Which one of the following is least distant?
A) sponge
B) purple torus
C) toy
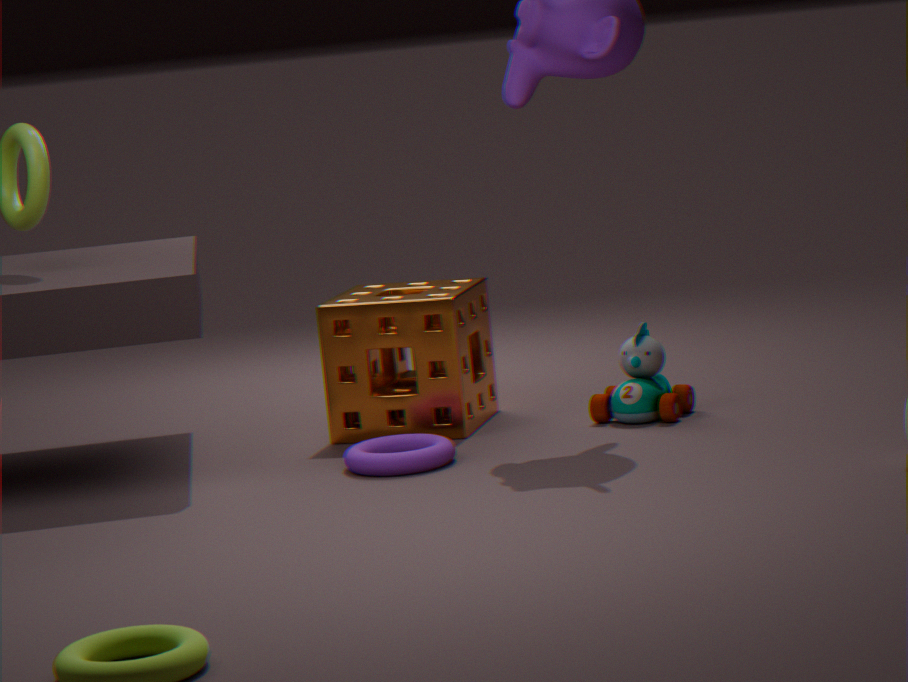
B. purple torus
